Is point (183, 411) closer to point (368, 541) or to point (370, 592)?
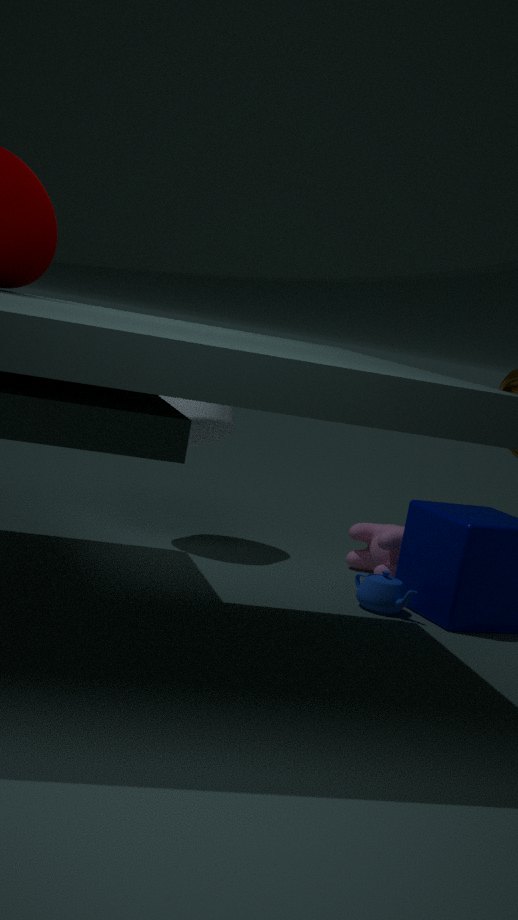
point (368, 541)
